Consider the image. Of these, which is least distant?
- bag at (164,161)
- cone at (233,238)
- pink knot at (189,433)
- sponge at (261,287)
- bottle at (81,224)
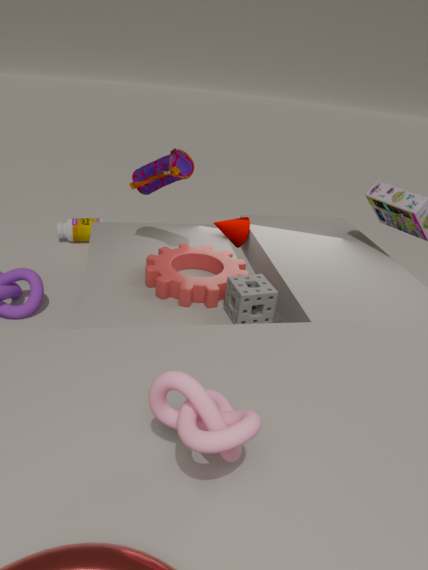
pink knot at (189,433)
